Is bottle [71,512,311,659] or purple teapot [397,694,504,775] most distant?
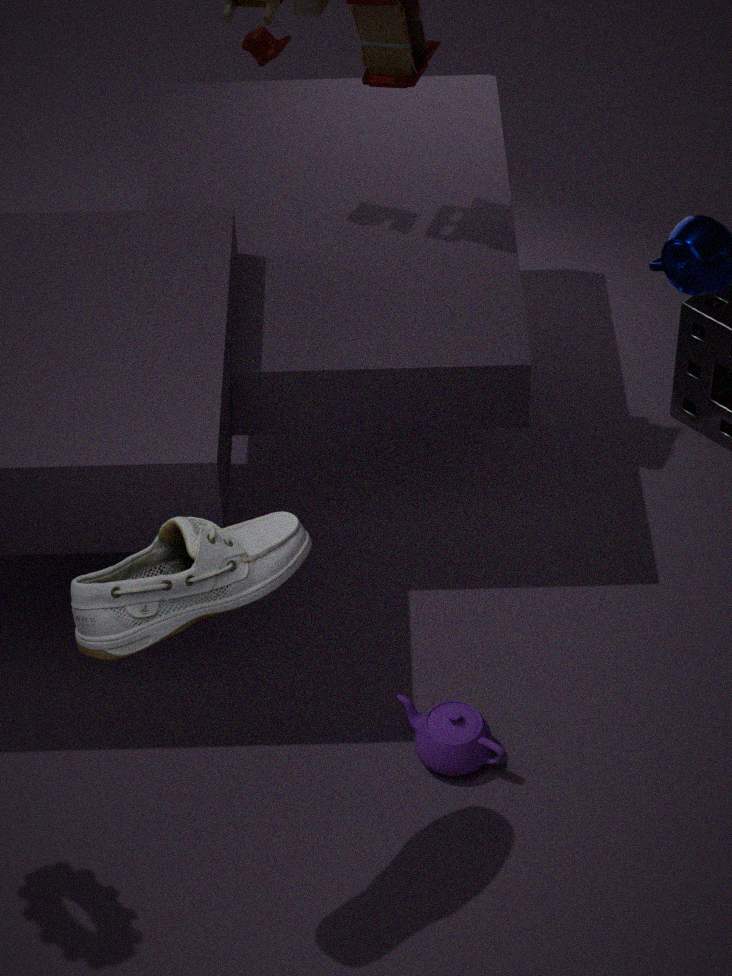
purple teapot [397,694,504,775]
